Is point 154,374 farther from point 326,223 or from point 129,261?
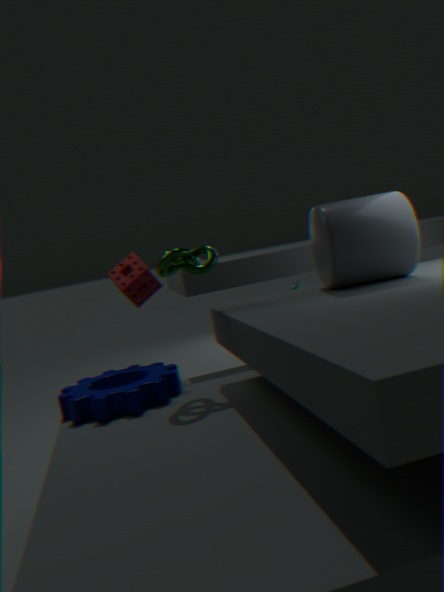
point 326,223
